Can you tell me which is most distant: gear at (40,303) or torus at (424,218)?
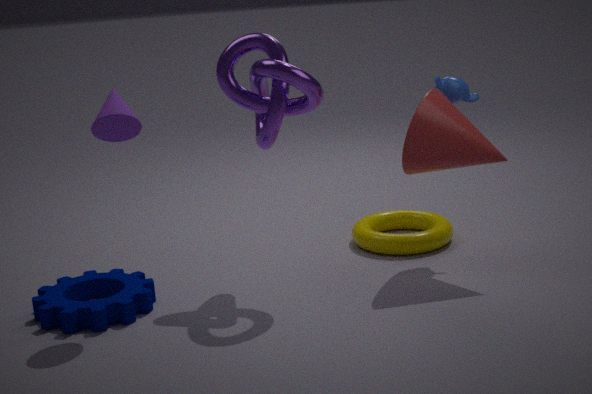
torus at (424,218)
